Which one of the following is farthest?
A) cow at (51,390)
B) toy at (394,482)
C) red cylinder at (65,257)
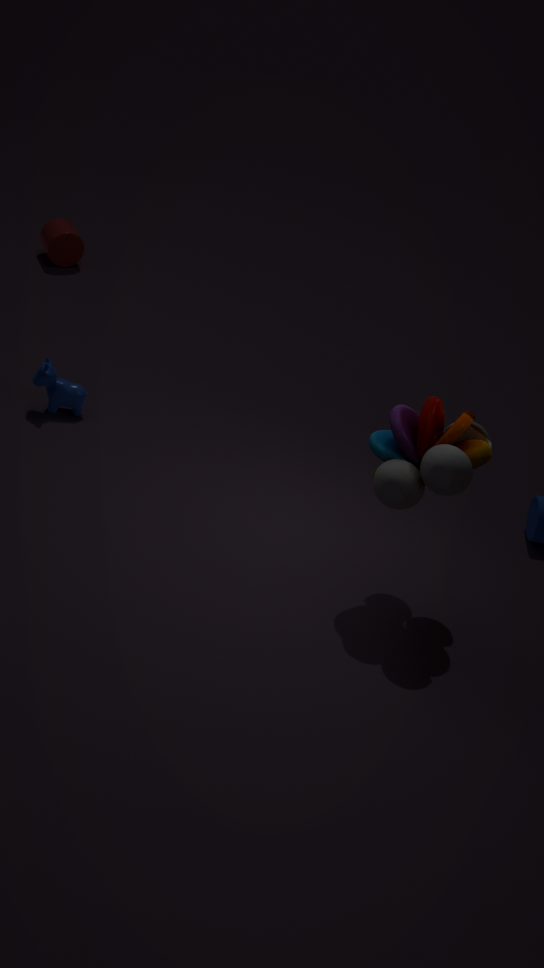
red cylinder at (65,257)
